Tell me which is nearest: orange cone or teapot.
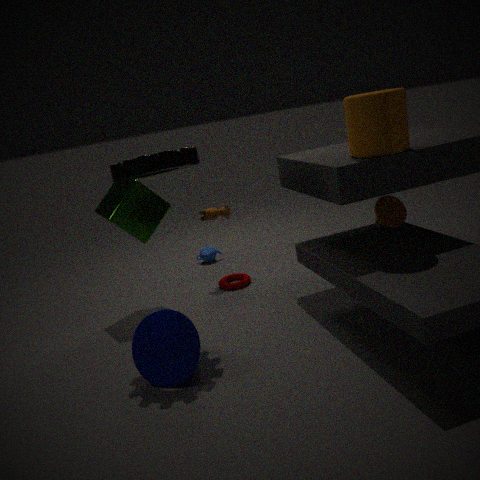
orange cone
